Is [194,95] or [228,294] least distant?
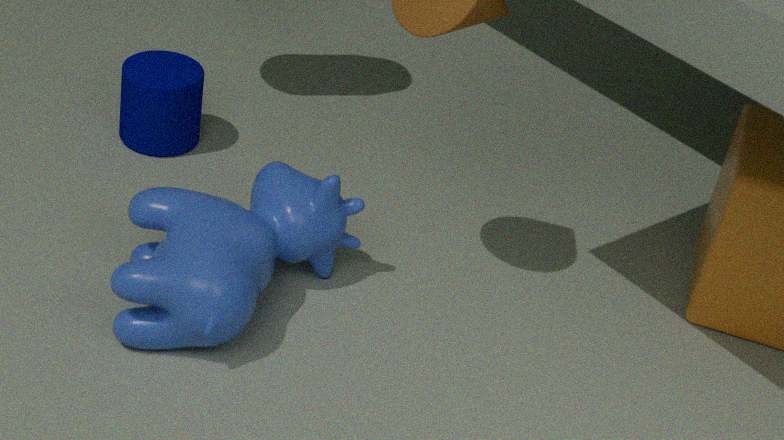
[228,294]
